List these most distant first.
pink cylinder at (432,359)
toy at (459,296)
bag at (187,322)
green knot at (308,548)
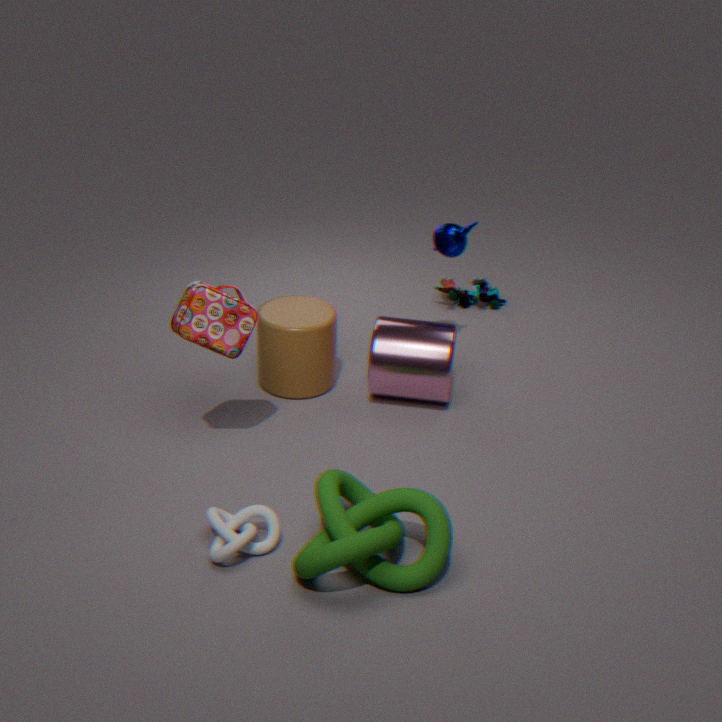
toy at (459,296) < pink cylinder at (432,359) < bag at (187,322) < green knot at (308,548)
